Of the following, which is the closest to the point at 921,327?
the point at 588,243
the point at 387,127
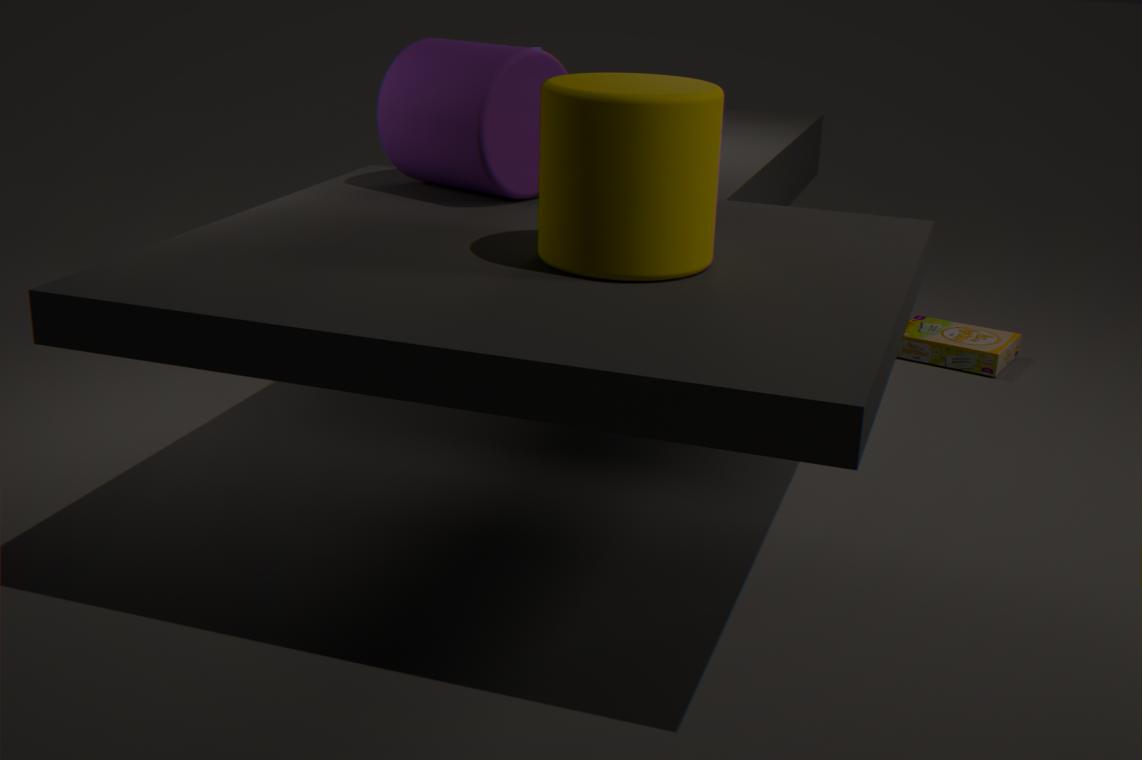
the point at 387,127
